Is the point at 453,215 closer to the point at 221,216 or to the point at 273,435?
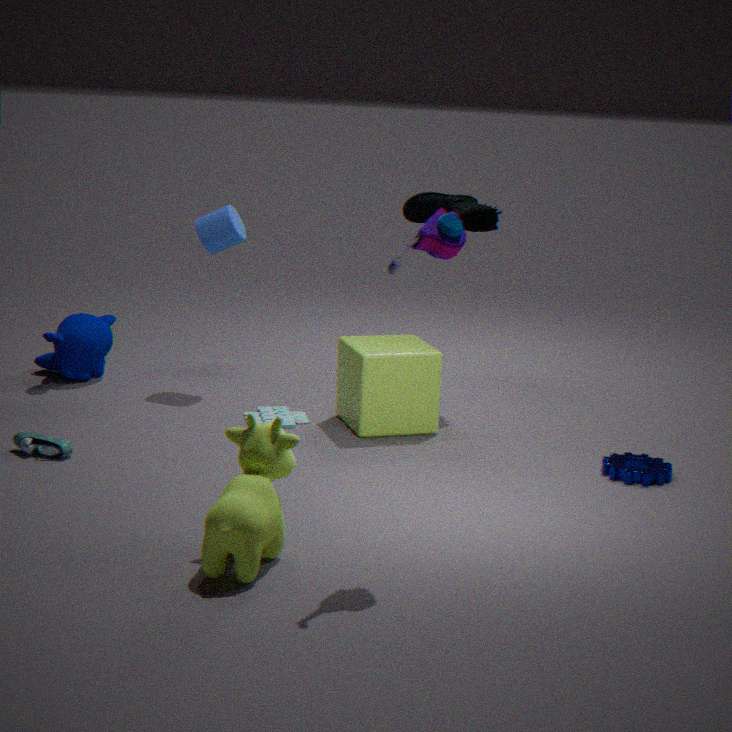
the point at 273,435
